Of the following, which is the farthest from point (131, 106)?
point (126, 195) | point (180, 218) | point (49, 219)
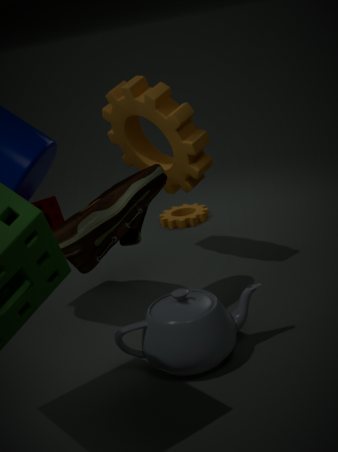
point (180, 218)
